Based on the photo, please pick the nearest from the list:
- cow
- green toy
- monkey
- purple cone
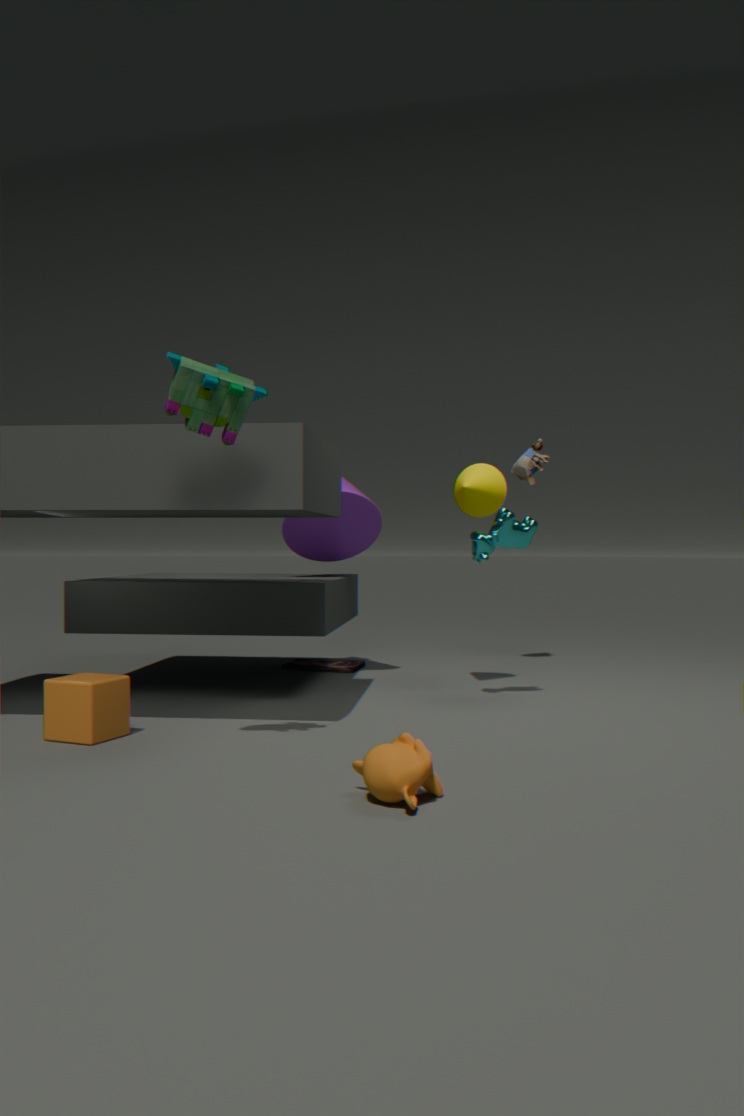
monkey
